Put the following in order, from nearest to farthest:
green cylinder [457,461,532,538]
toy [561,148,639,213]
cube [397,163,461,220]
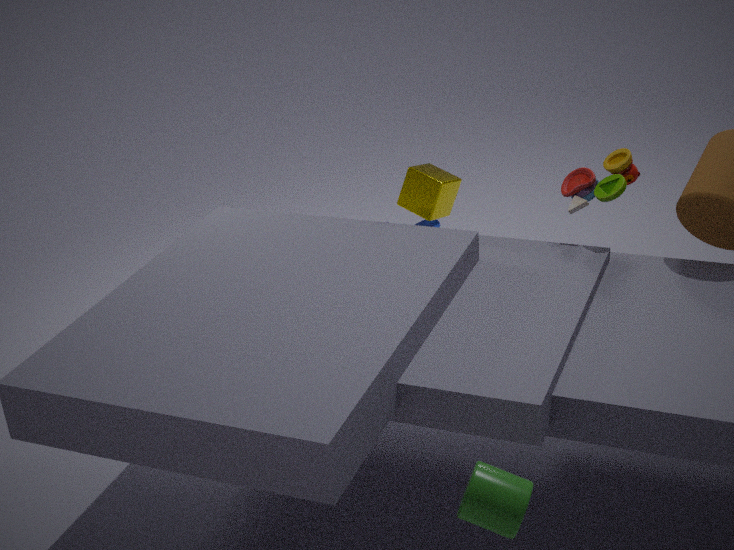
green cylinder [457,461,532,538] < toy [561,148,639,213] < cube [397,163,461,220]
